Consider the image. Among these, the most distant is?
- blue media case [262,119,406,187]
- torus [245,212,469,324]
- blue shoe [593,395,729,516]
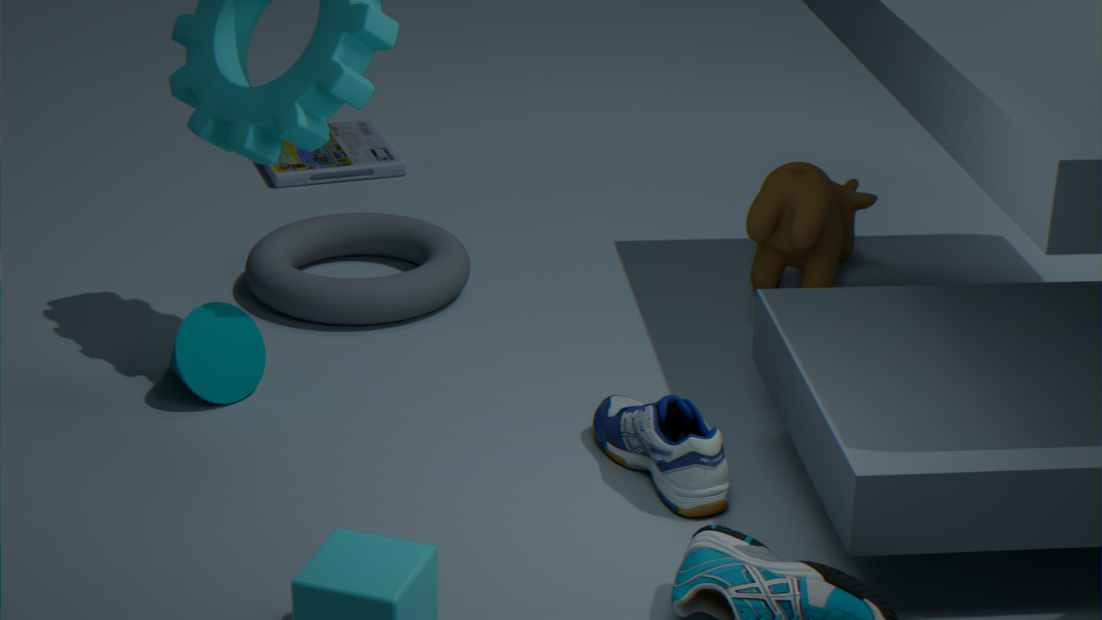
blue media case [262,119,406,187]
